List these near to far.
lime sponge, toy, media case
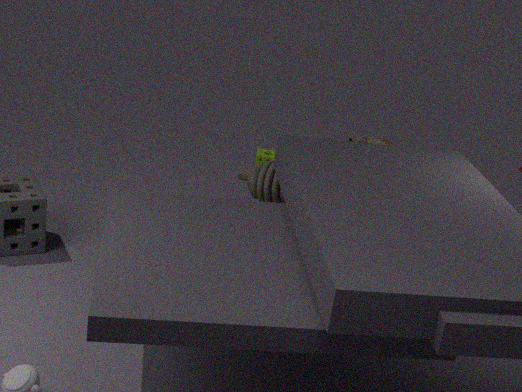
toy < lime sponge < media case
